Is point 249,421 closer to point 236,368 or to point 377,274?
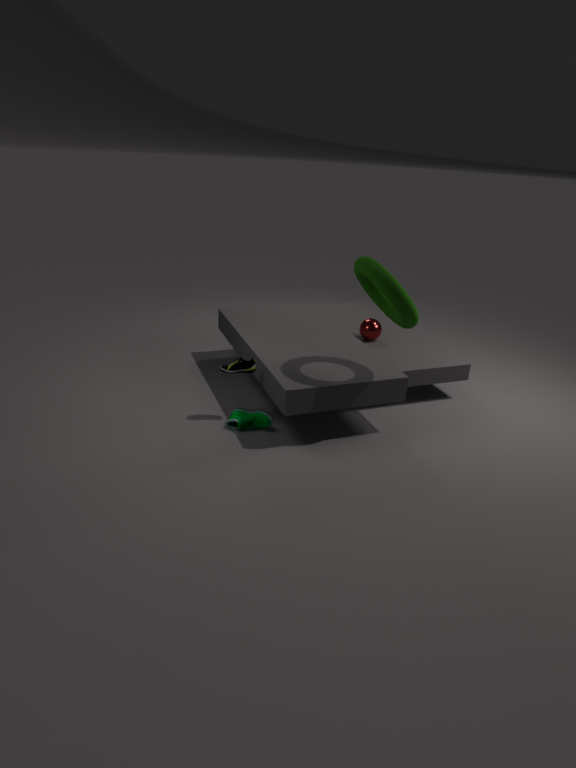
point 236,368
